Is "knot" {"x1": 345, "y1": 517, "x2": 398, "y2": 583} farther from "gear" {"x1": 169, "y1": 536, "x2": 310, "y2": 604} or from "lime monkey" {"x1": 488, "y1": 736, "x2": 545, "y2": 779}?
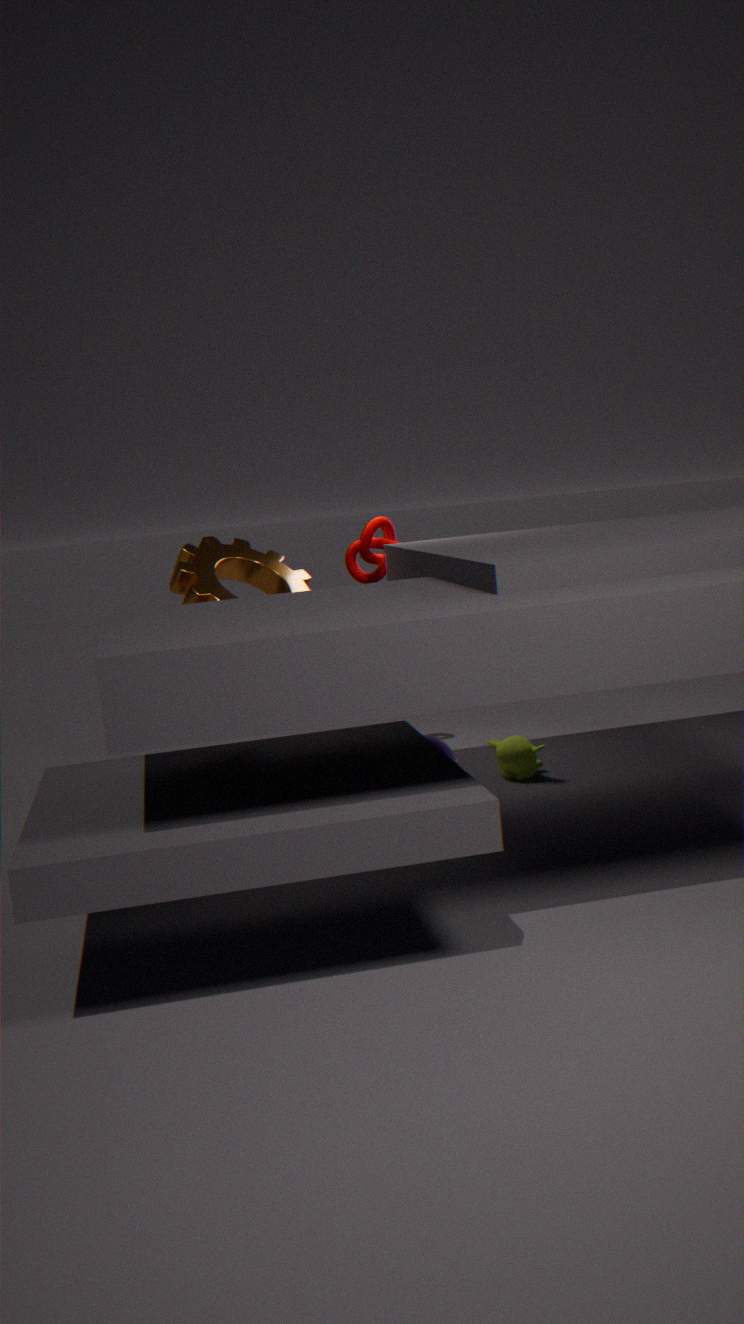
"lime monkey" {"x1": 488, "y1": 736, "x2": 545, "y2": 779}
